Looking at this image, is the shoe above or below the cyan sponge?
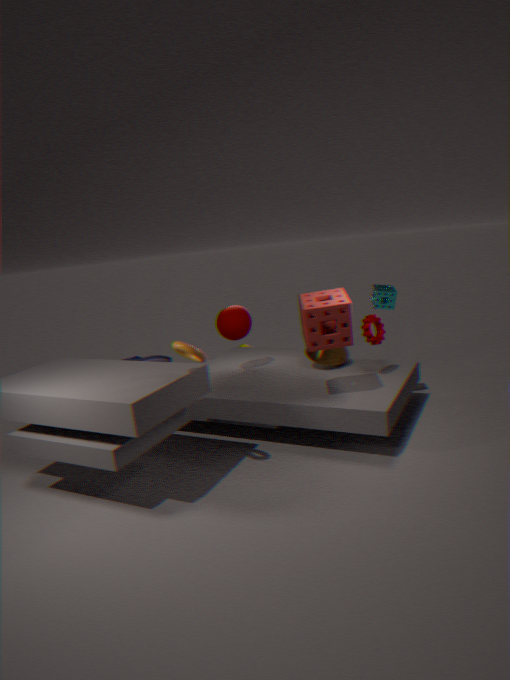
below
